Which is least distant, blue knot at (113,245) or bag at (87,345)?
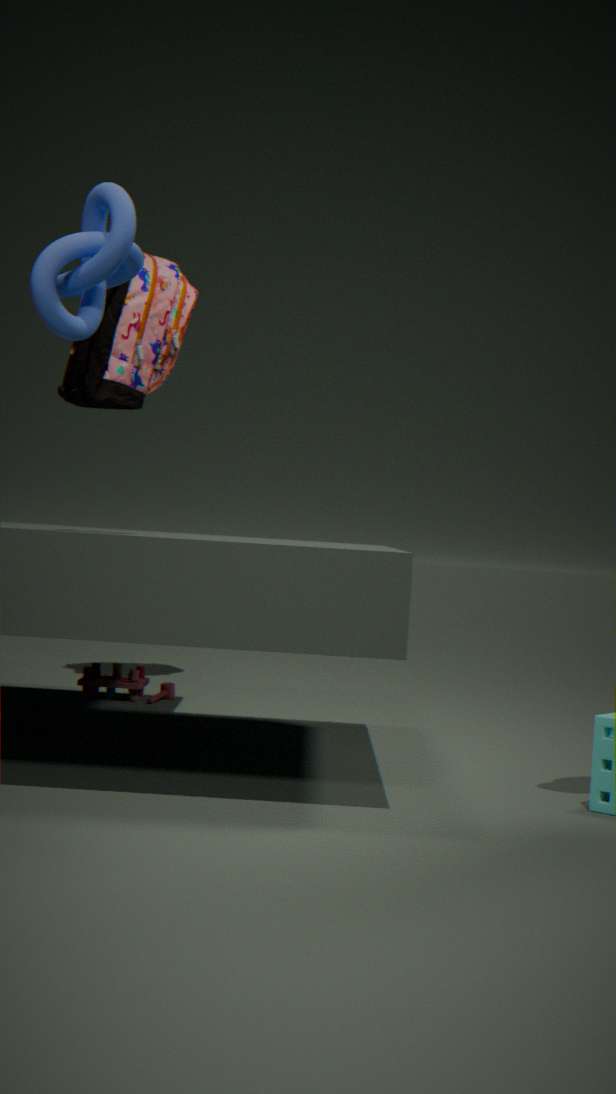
blue knot at (113,245)
